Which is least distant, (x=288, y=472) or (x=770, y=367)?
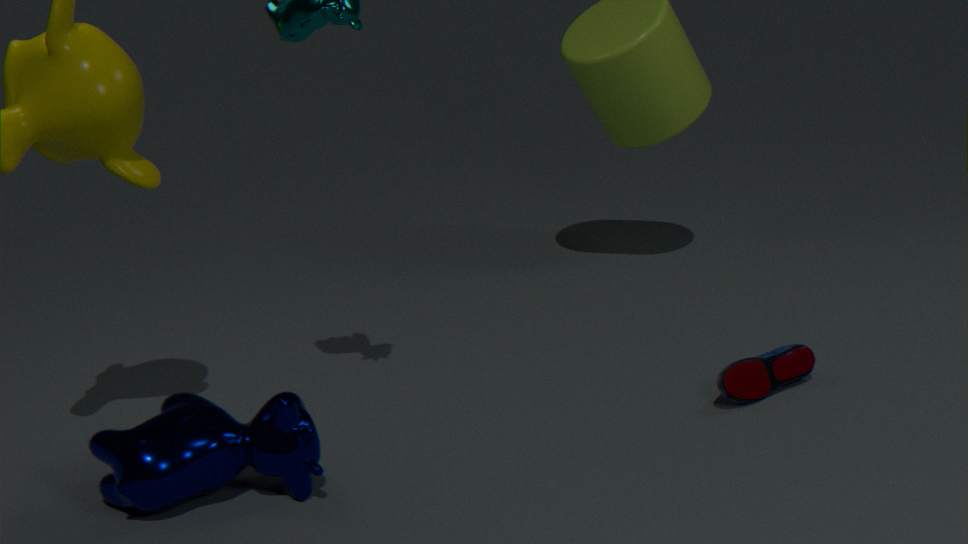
(x=288, y=472)
